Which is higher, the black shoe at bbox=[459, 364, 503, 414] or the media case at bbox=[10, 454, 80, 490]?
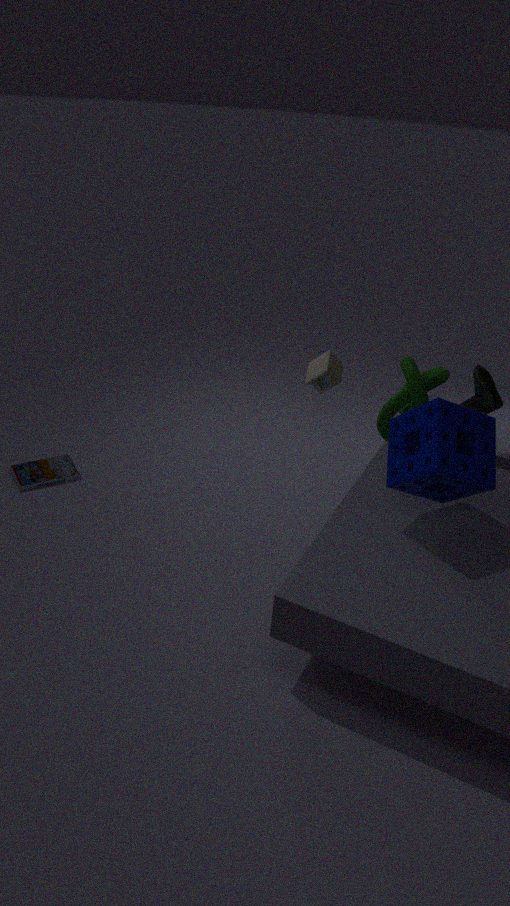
the black shoe at bbox=[459, 364, 503, 414]
